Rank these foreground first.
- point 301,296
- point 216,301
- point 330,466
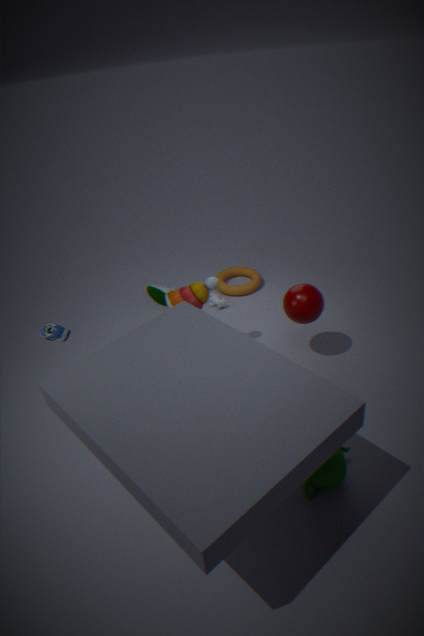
point 330,466
point 301,296
point 216,301
